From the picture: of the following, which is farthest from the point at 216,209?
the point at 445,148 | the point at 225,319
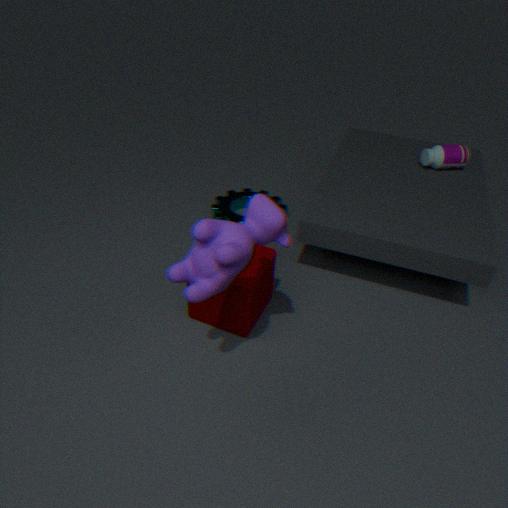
the point at 445,148
